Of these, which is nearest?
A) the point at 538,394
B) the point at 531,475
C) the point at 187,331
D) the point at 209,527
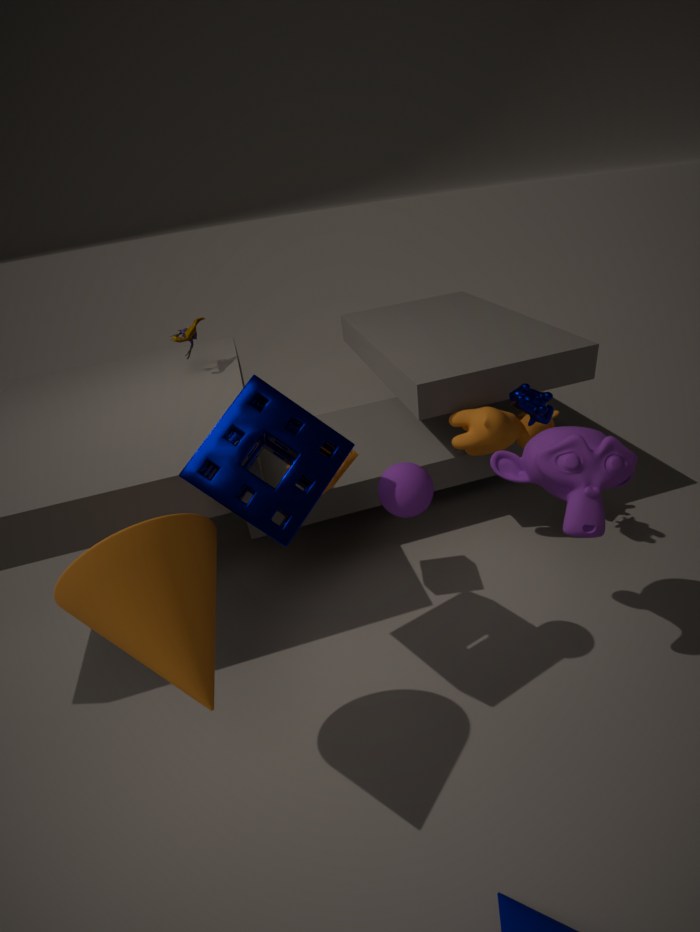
the point at 209,527
